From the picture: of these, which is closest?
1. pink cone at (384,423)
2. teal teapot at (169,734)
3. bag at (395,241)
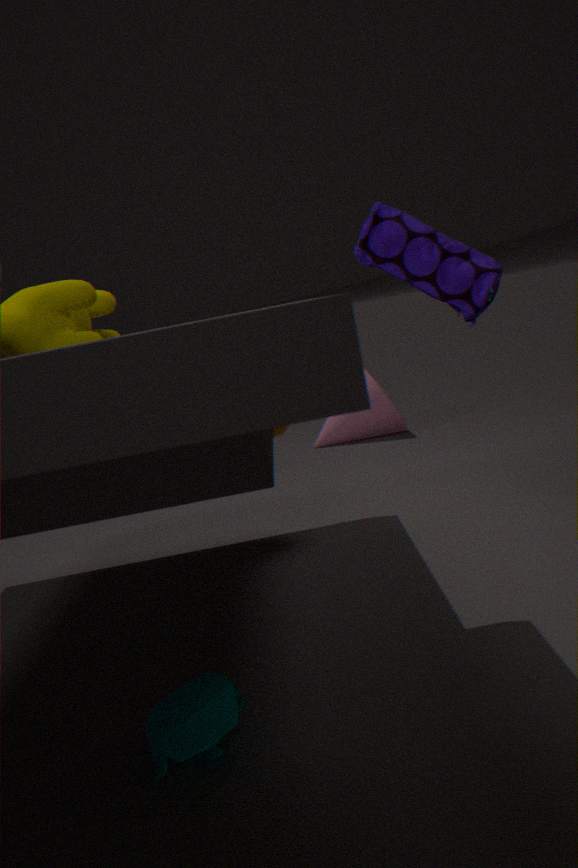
teal teapot at (169,734)
